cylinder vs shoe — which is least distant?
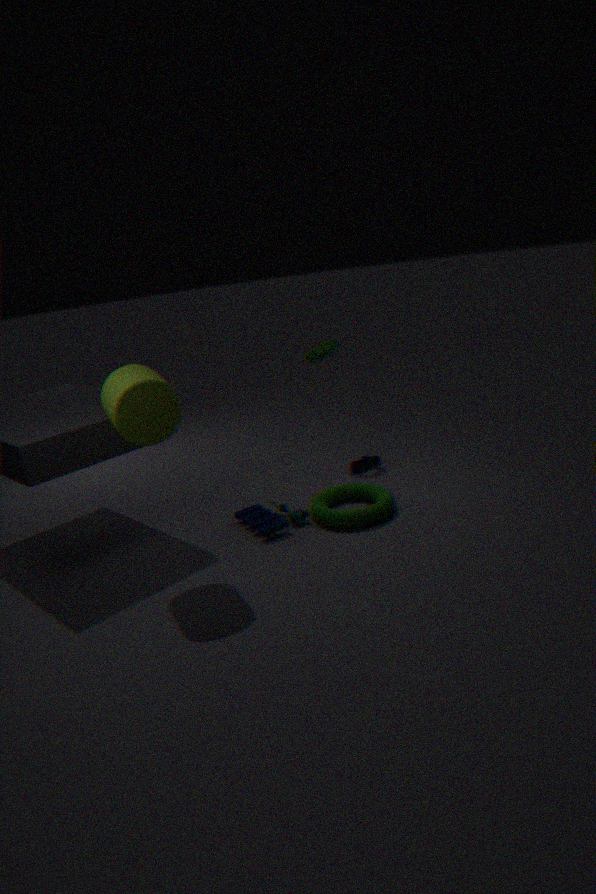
cylinder
